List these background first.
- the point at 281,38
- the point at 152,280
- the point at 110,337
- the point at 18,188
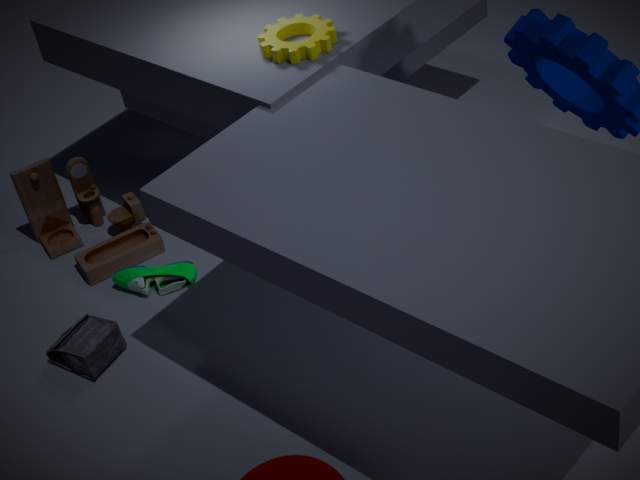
the point at 18,188, the point at 152,280, the point at 110,337, the point at 281,38
